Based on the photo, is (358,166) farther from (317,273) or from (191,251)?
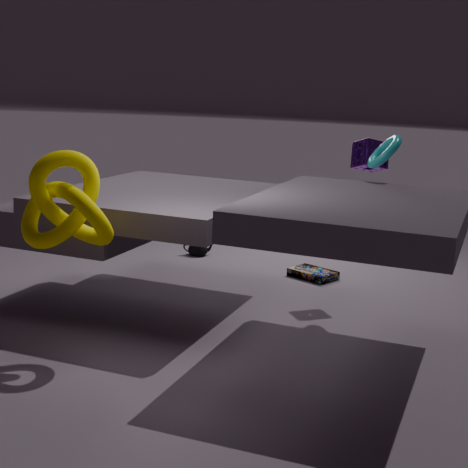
(191,251)
